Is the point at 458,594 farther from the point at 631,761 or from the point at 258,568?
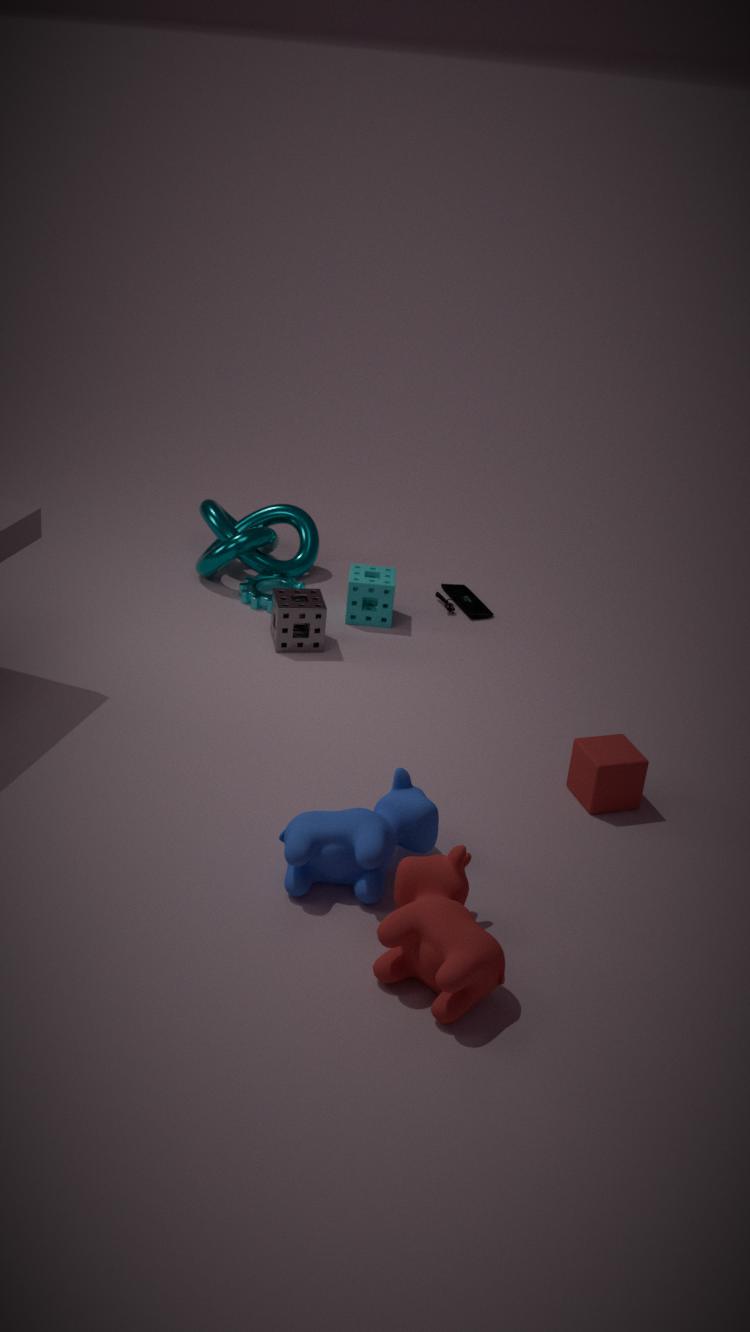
the point at 631,761
